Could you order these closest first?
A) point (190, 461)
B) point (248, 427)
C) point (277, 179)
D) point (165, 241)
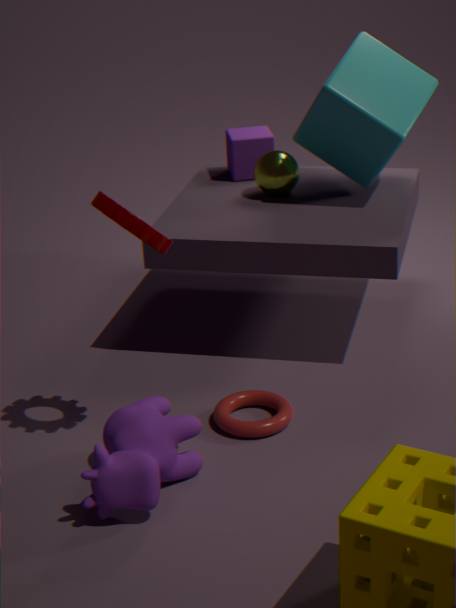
point (165, 241), point (190, 461), point (248, 427), point (277, 179)
